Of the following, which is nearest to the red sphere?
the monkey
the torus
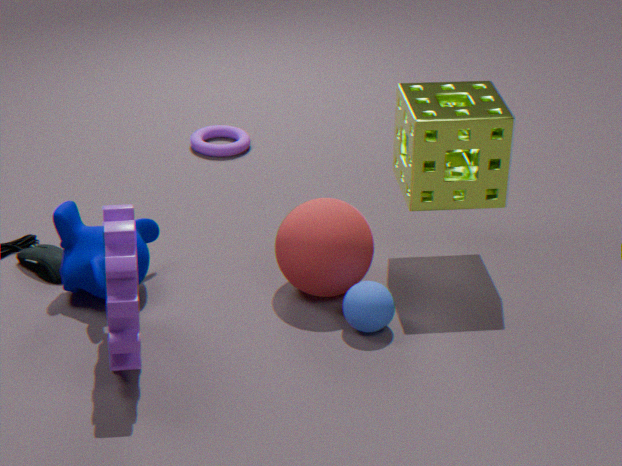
the monkey
